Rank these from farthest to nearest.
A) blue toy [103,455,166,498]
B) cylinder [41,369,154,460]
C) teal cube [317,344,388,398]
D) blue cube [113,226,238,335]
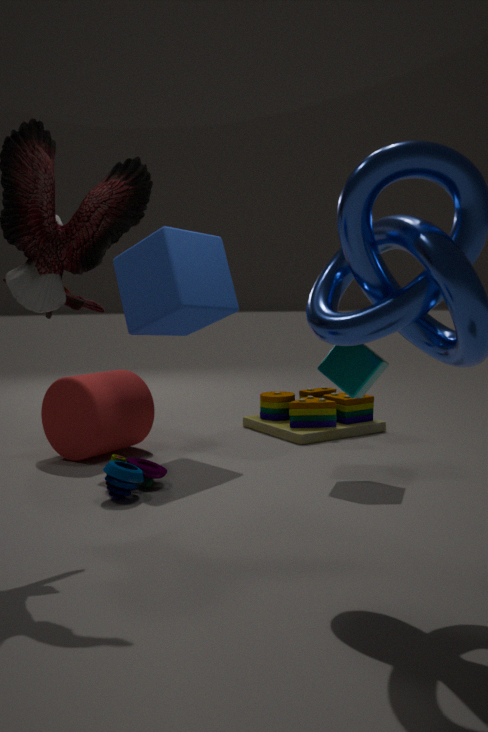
cylinder [41,369,154,460] → blue cube [113,226,238,335] → teal cube [317,344,388,398] → blue toy [103,455,166,498]
